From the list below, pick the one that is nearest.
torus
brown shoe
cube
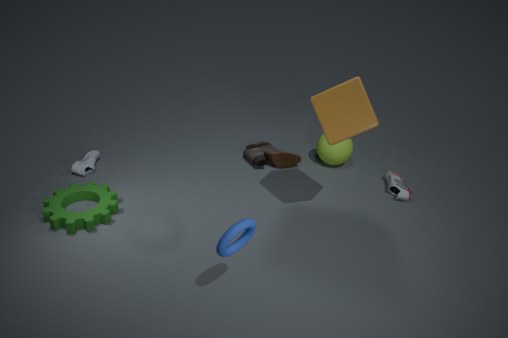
torus
